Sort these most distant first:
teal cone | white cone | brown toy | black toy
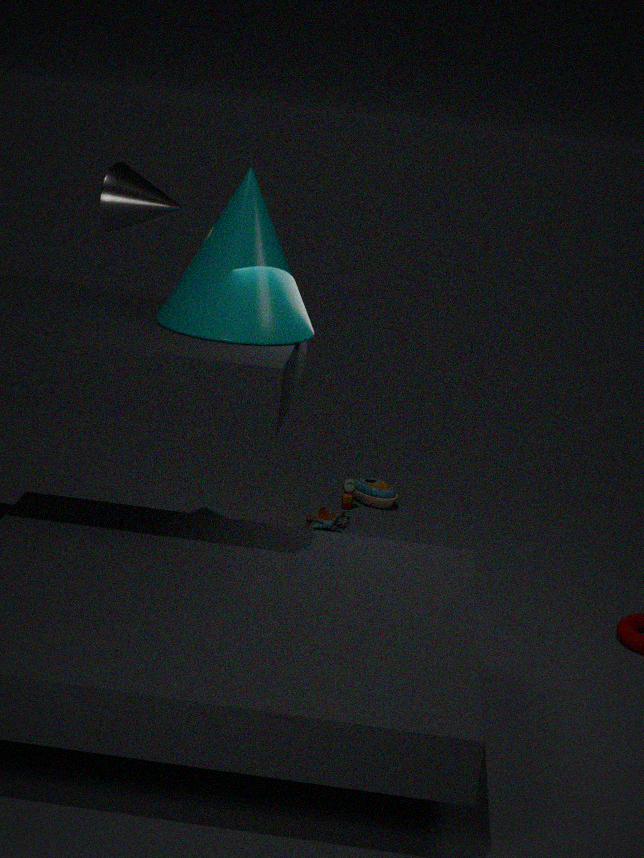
black toy, brown toy, white cone, teal cone
